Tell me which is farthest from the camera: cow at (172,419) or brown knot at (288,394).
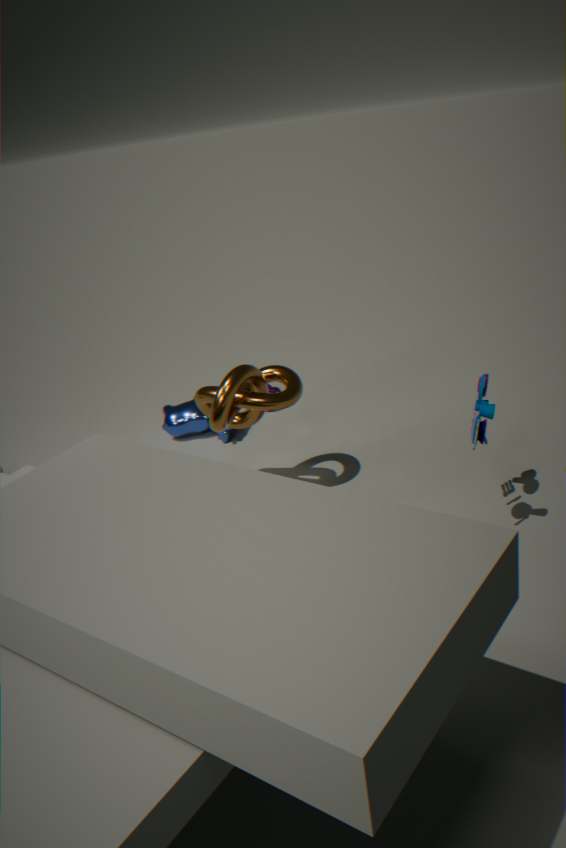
cow at (172,419)
